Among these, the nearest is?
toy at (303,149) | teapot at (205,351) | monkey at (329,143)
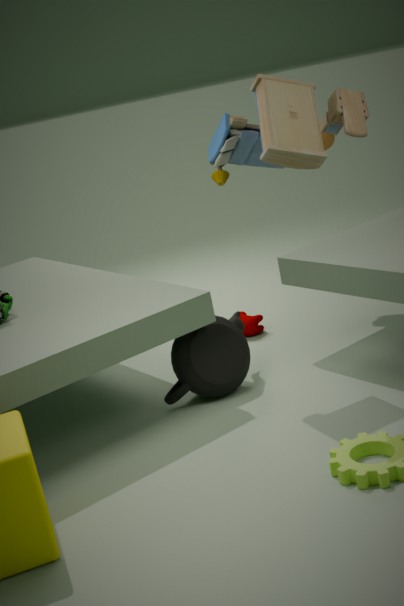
toy at (303,149)
